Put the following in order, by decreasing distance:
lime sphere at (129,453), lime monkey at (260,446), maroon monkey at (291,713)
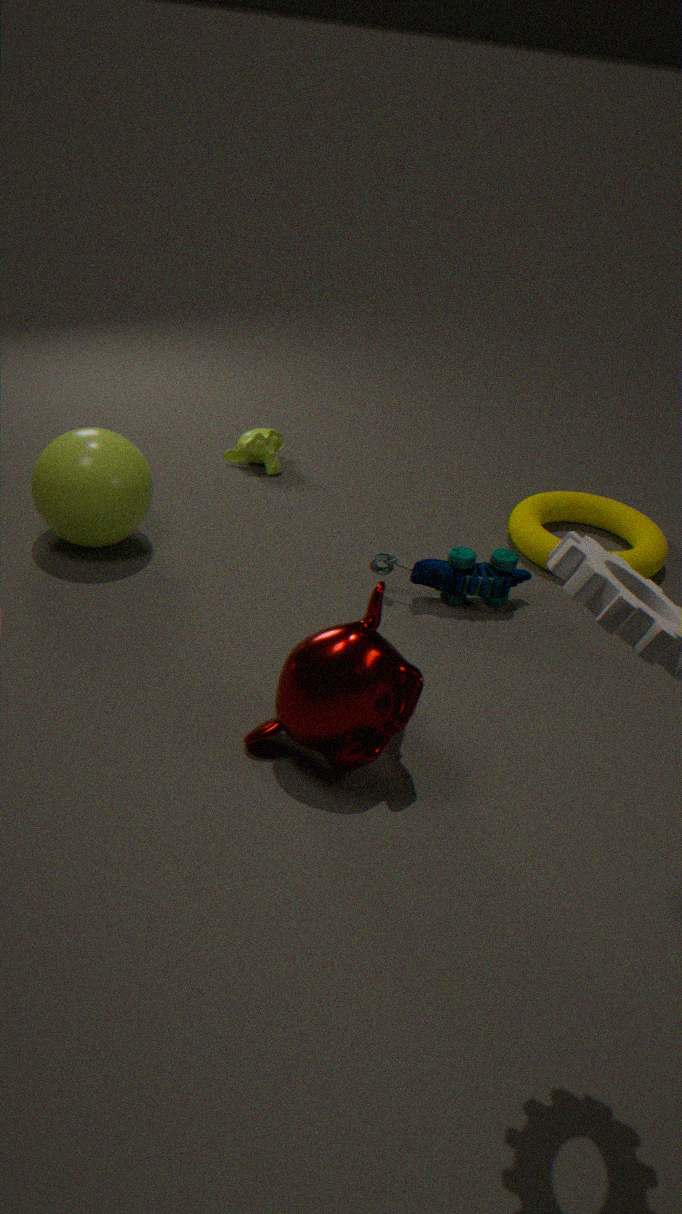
lime monkey at (260,446), lime sphere at (129,453), maroon monkey at (291,713)
